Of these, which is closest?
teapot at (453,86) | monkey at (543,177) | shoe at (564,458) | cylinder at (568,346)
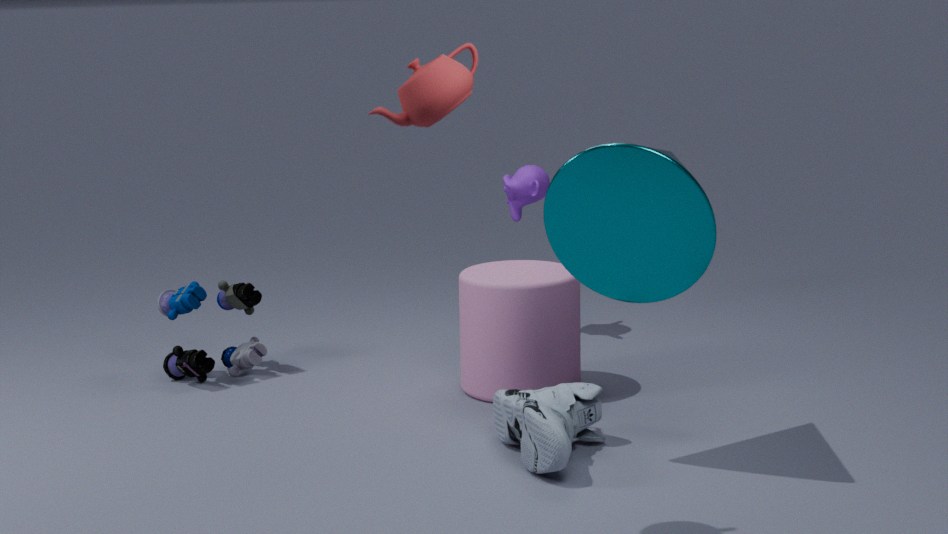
teapot at (453,86)
